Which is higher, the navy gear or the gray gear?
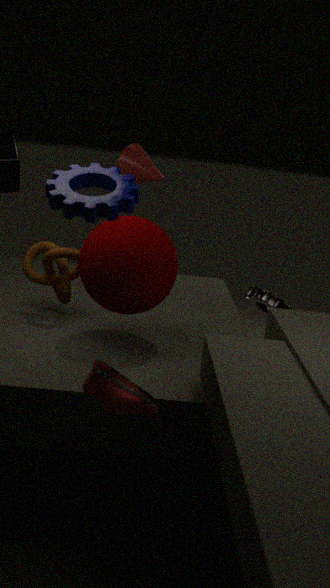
→ the navy gear
